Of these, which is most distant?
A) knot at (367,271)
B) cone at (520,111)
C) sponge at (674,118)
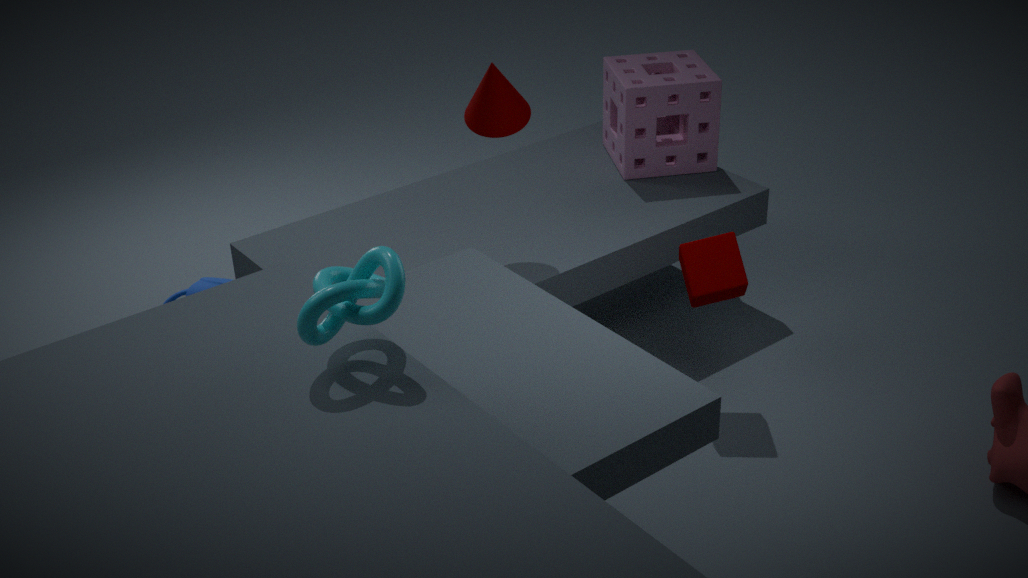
sponge at (674,118)
